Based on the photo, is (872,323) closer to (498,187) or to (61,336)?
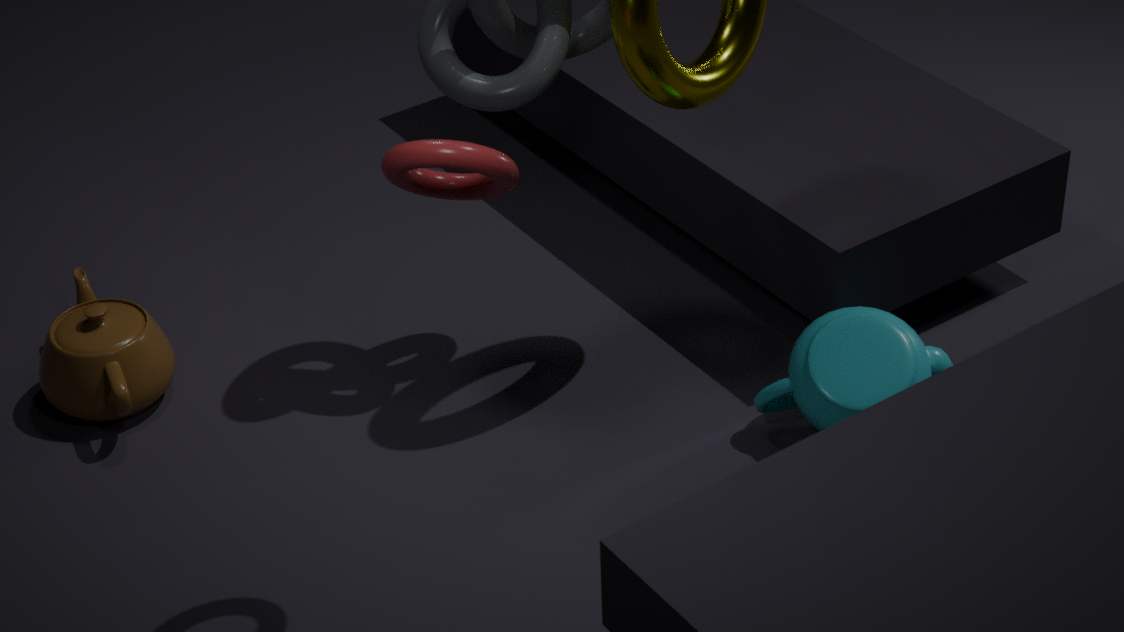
(498,187)
